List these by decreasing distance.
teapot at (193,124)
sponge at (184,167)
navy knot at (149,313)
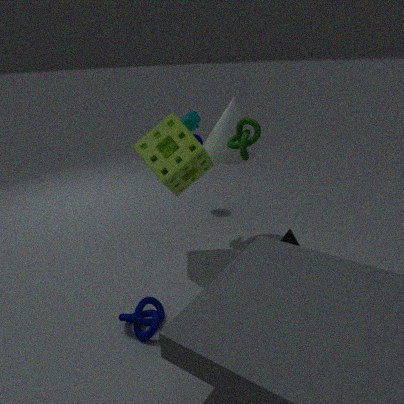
teapot at (193,124)
sponge at (184,167)
navy knot at (149,313)
